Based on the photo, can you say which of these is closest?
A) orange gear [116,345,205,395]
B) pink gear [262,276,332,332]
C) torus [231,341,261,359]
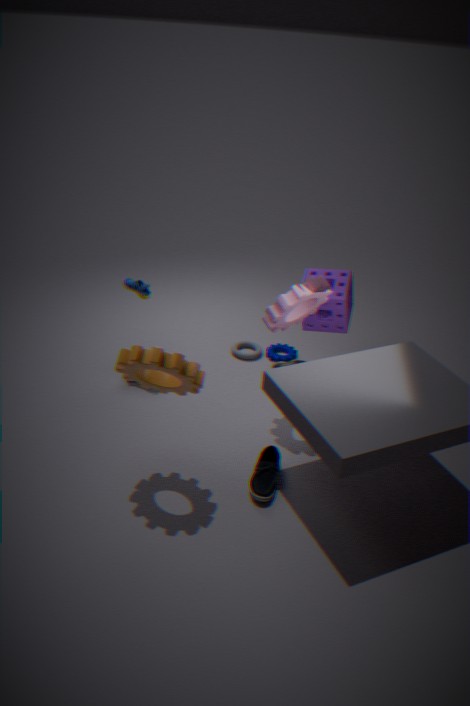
orange gear [116,345,205,395]
